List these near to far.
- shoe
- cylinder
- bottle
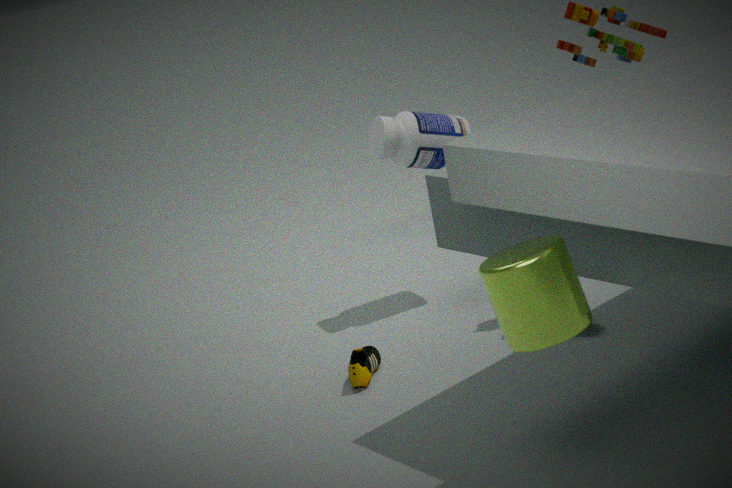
cylinder, shoe, bottle
